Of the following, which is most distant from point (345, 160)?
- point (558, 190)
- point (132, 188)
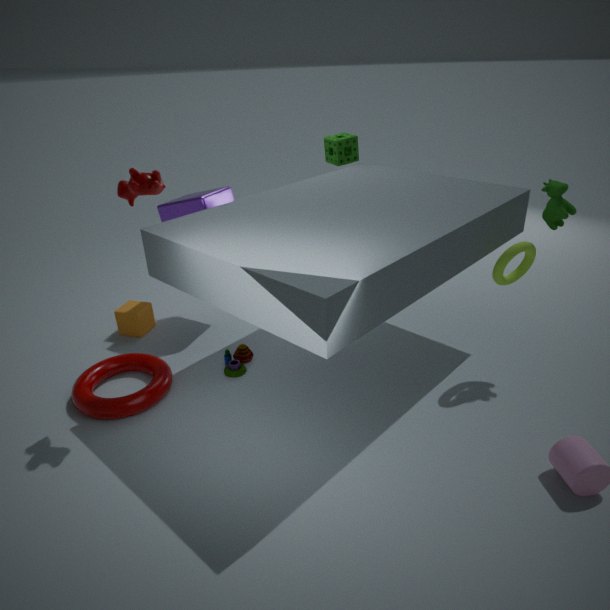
point (132, 188)
